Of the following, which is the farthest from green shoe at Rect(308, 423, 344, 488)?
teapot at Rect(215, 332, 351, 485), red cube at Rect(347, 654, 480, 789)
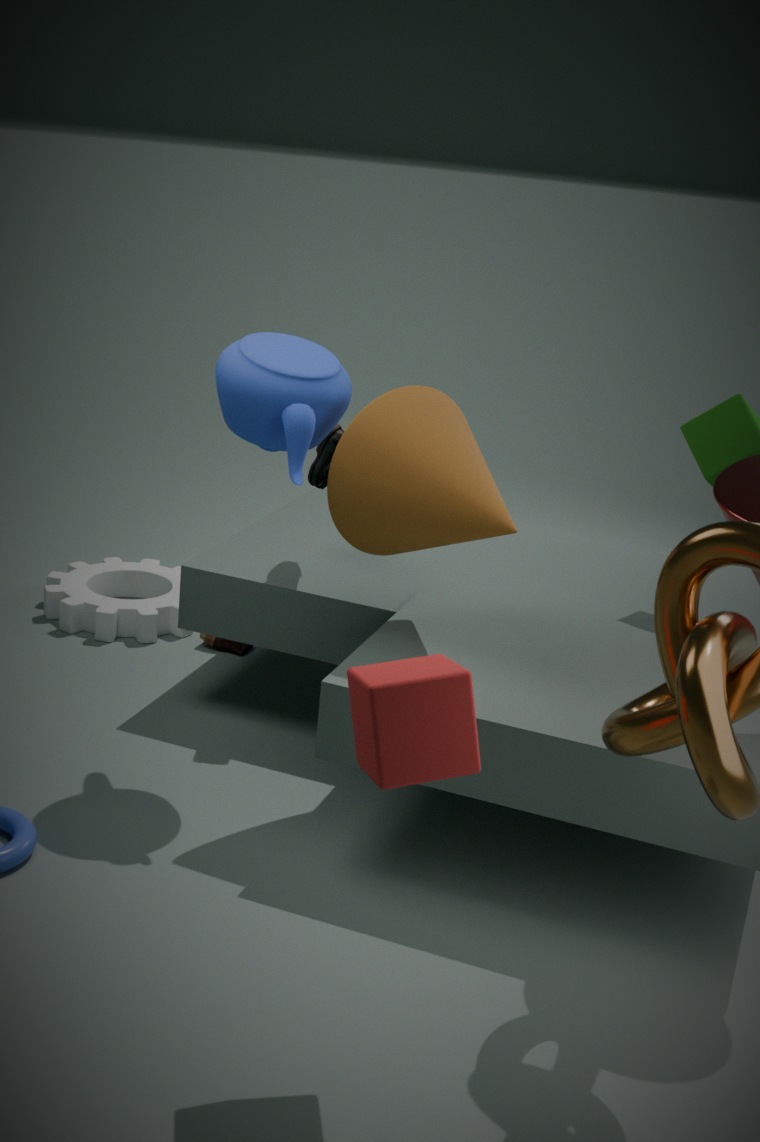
red cube at Rect(347, 654, 480, 789)
